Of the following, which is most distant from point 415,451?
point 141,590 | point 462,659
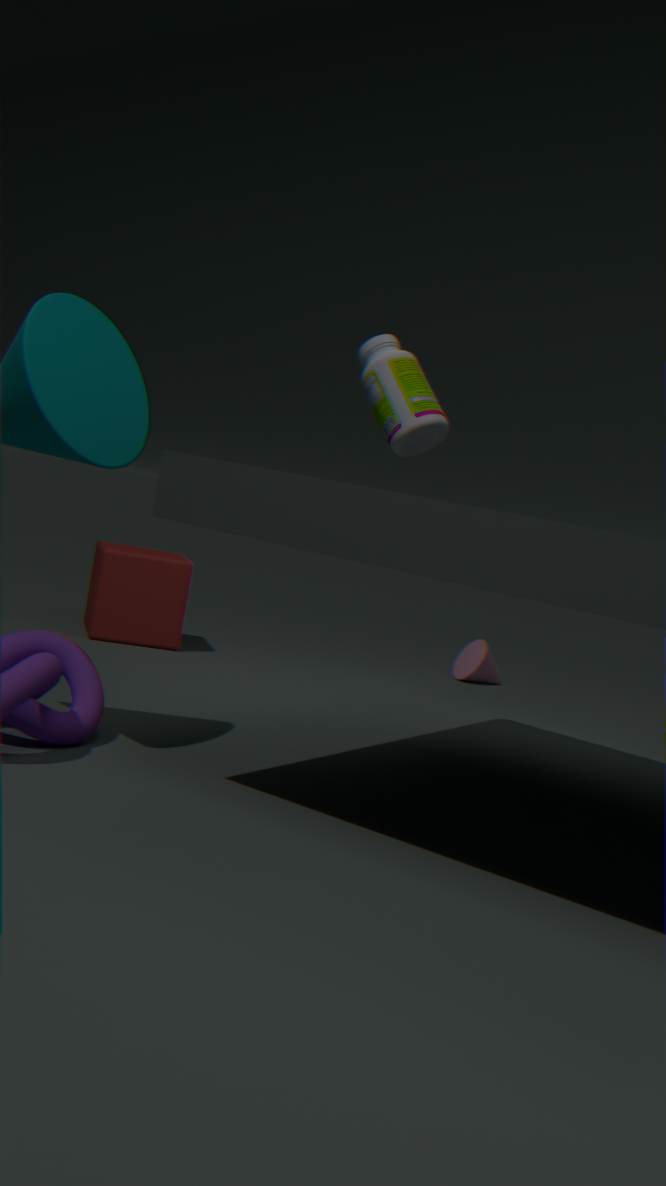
point 462,659
